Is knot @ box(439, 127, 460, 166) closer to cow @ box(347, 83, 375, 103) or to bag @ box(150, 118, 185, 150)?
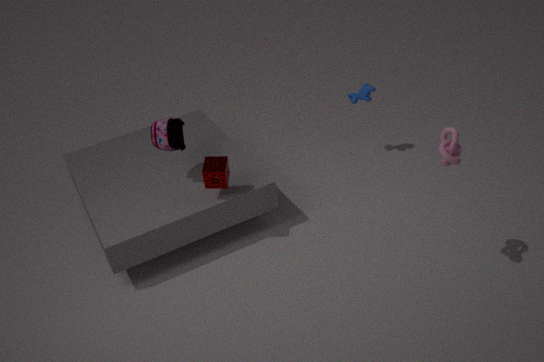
cow @ box(347, 83, 375, 103)
